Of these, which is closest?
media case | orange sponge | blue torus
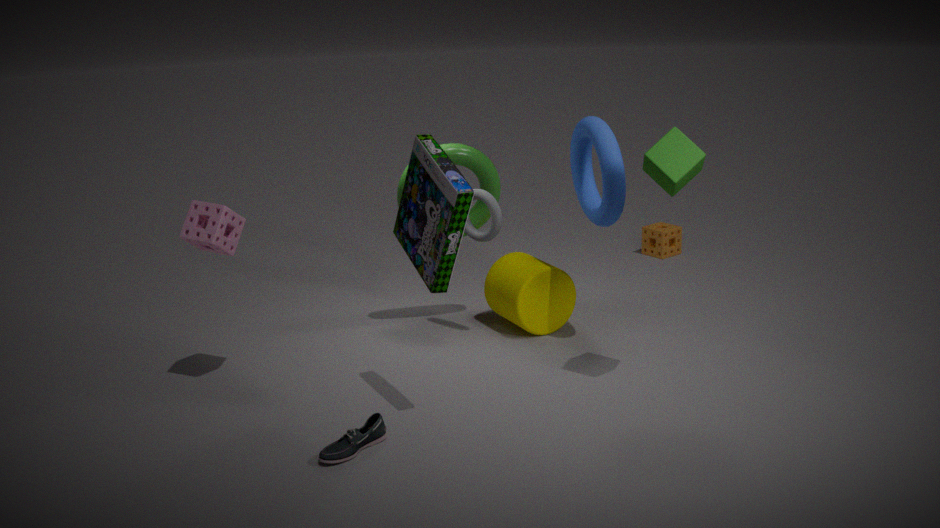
media case
